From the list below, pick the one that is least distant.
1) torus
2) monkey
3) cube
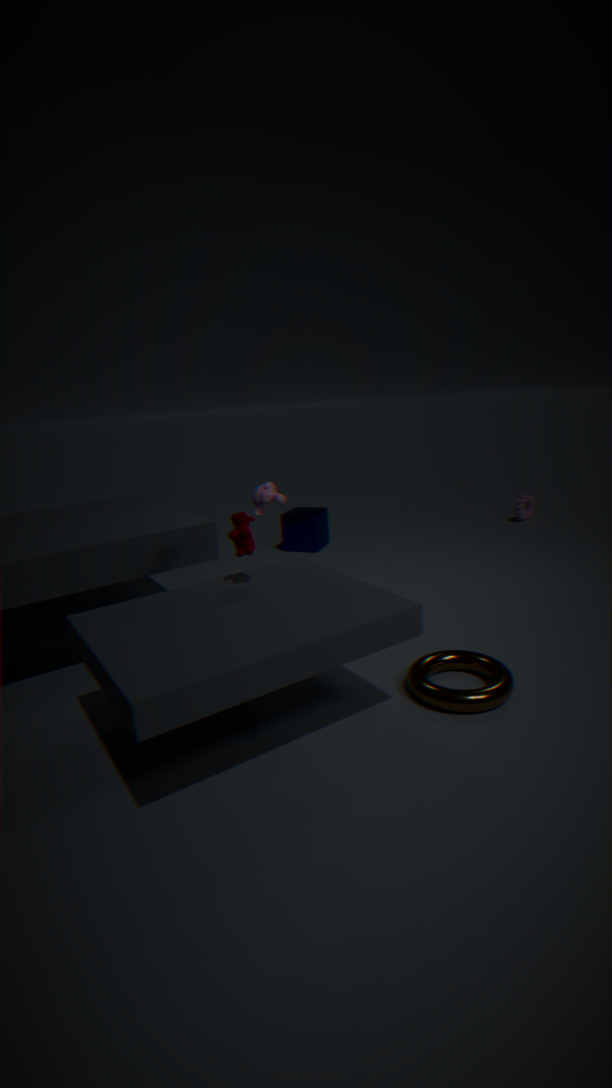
1. torus
